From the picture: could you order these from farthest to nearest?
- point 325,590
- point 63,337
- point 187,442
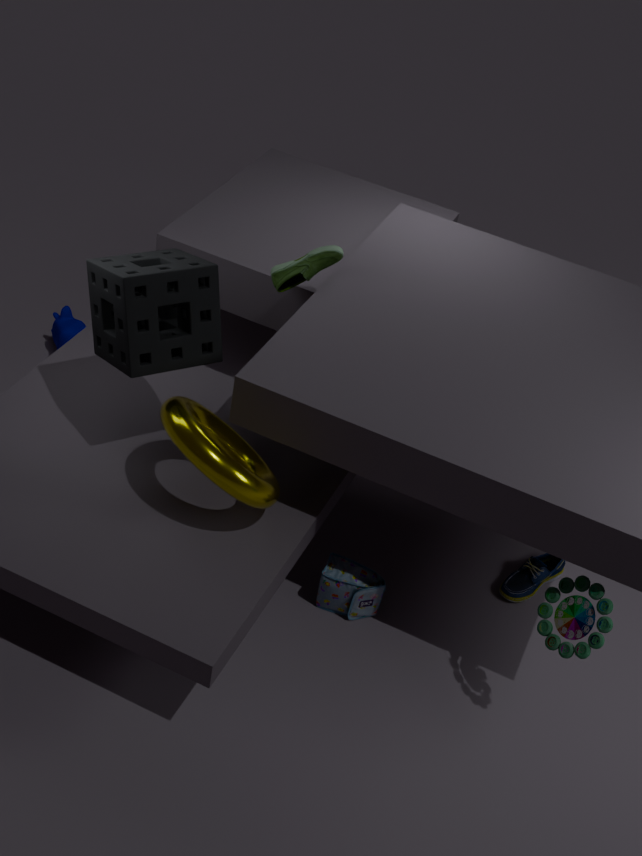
point 63,337, point 325,590, point 187,442
